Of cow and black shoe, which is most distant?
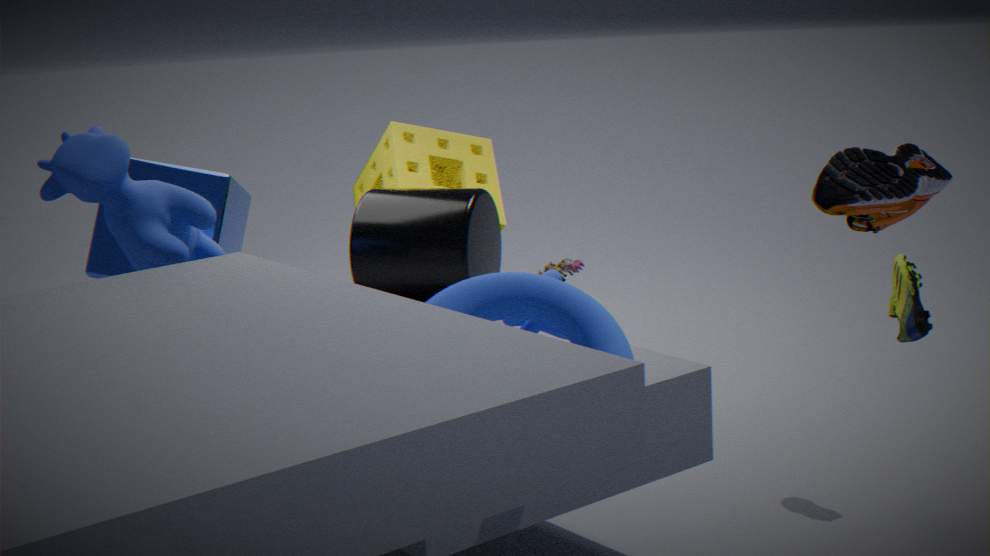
cow
